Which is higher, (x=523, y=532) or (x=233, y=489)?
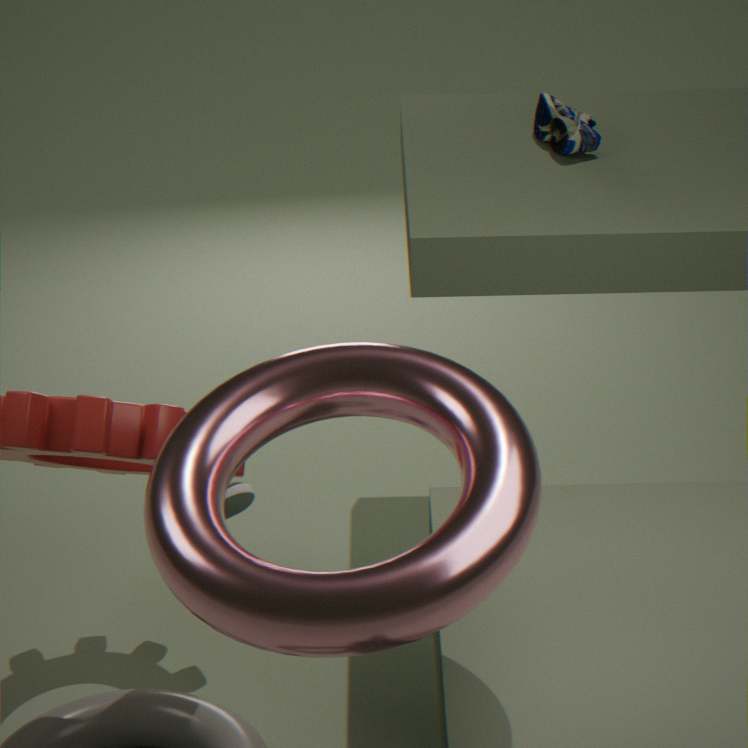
A: (x=523, y=532)
